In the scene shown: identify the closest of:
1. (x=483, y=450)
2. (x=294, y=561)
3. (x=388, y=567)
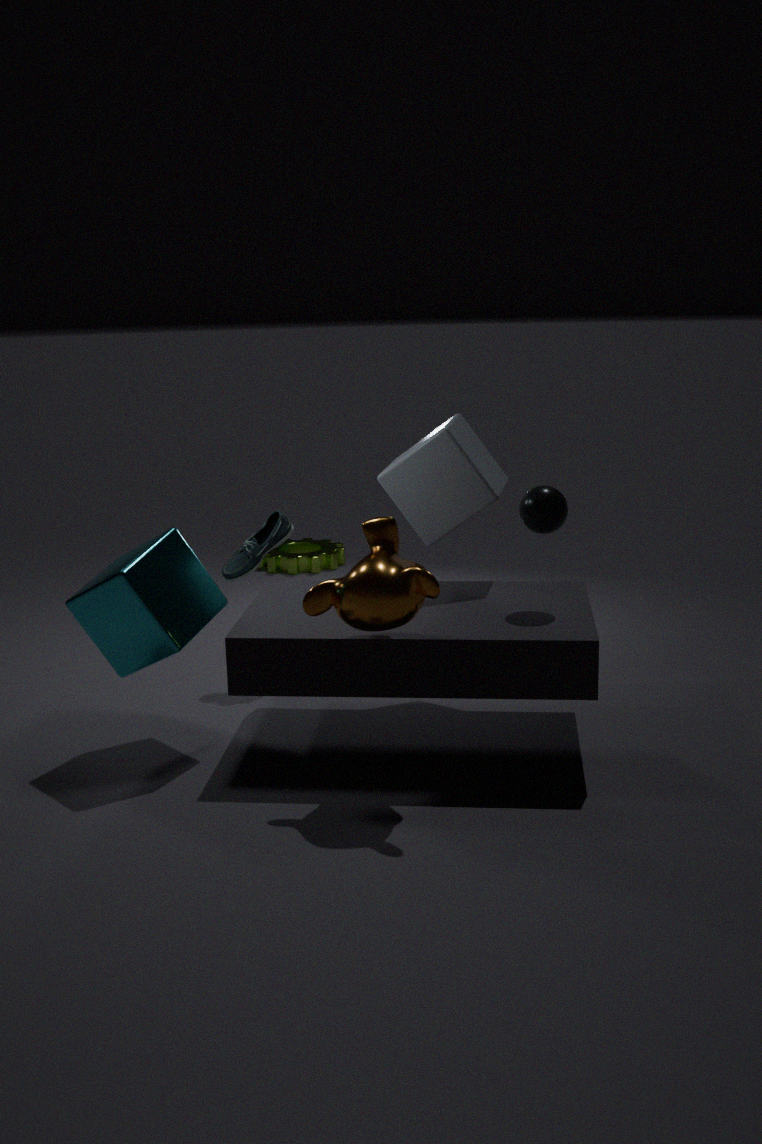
(x=388, y=567)
